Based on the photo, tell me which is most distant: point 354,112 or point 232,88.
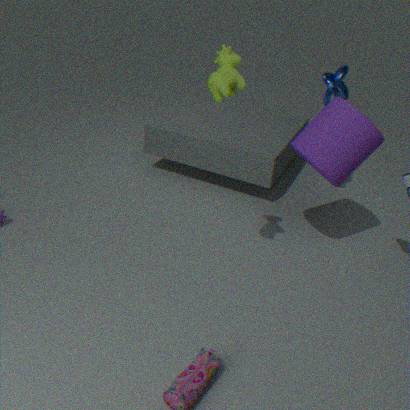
point 354,112
